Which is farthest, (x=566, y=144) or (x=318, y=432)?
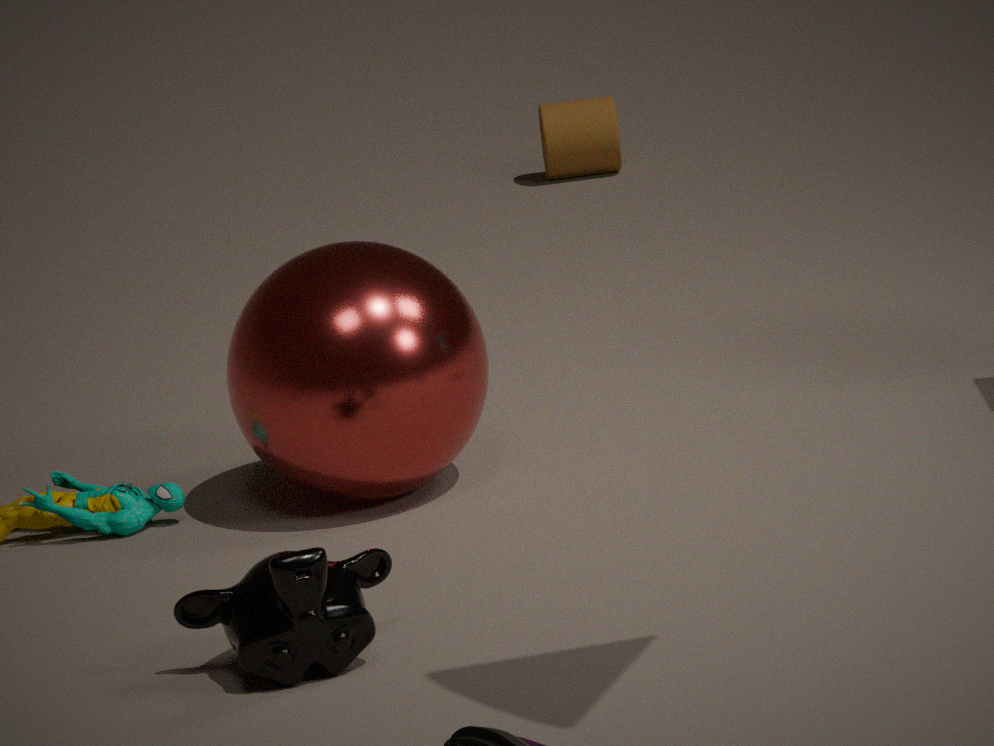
(x=566, y=144)
